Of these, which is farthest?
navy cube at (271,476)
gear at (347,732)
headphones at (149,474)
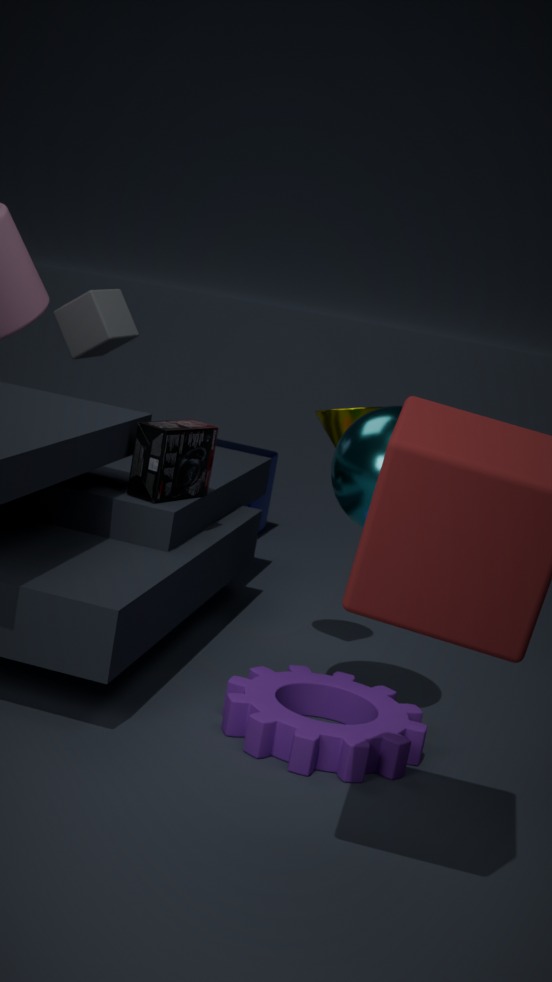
navy cube at (271,476)
